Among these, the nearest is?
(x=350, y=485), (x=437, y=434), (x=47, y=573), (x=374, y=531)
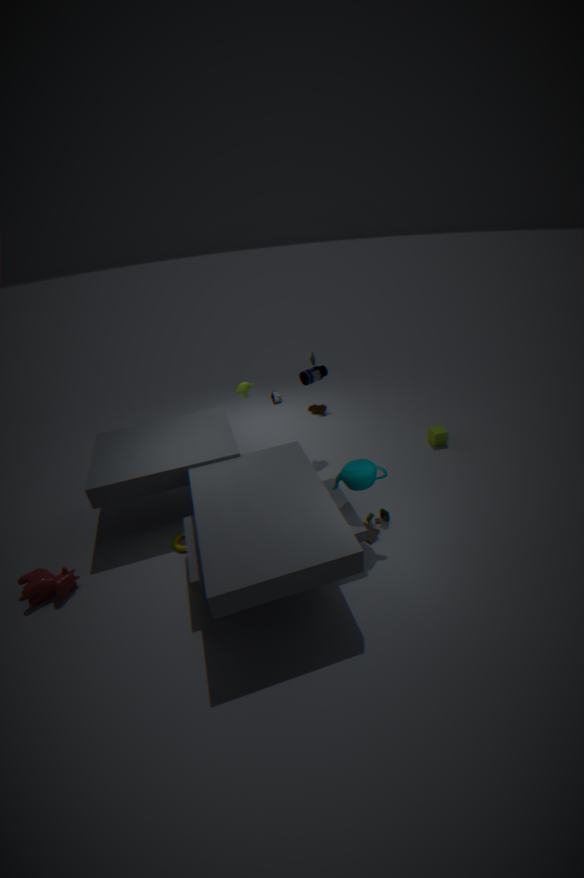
(x=350, y=485)
